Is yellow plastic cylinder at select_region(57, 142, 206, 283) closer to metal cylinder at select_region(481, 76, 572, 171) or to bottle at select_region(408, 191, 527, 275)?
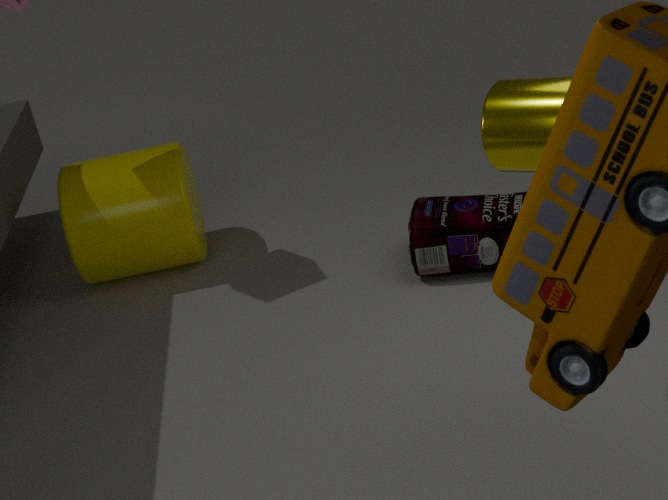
bottle at select_region(408, 191, 527, 275)
